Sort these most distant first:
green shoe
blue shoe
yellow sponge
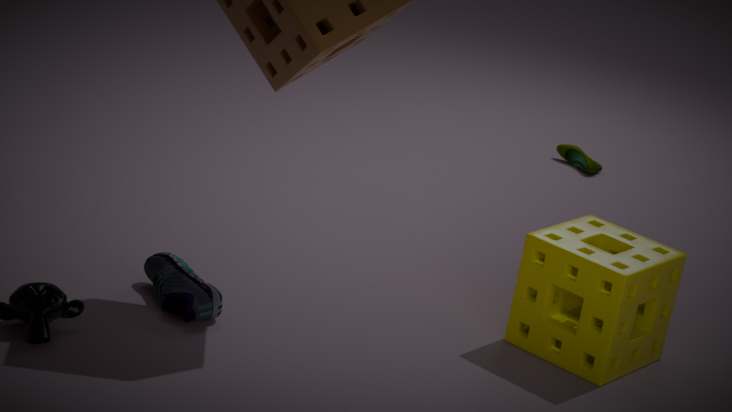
green shoe → yellow sponge → blue shoe
